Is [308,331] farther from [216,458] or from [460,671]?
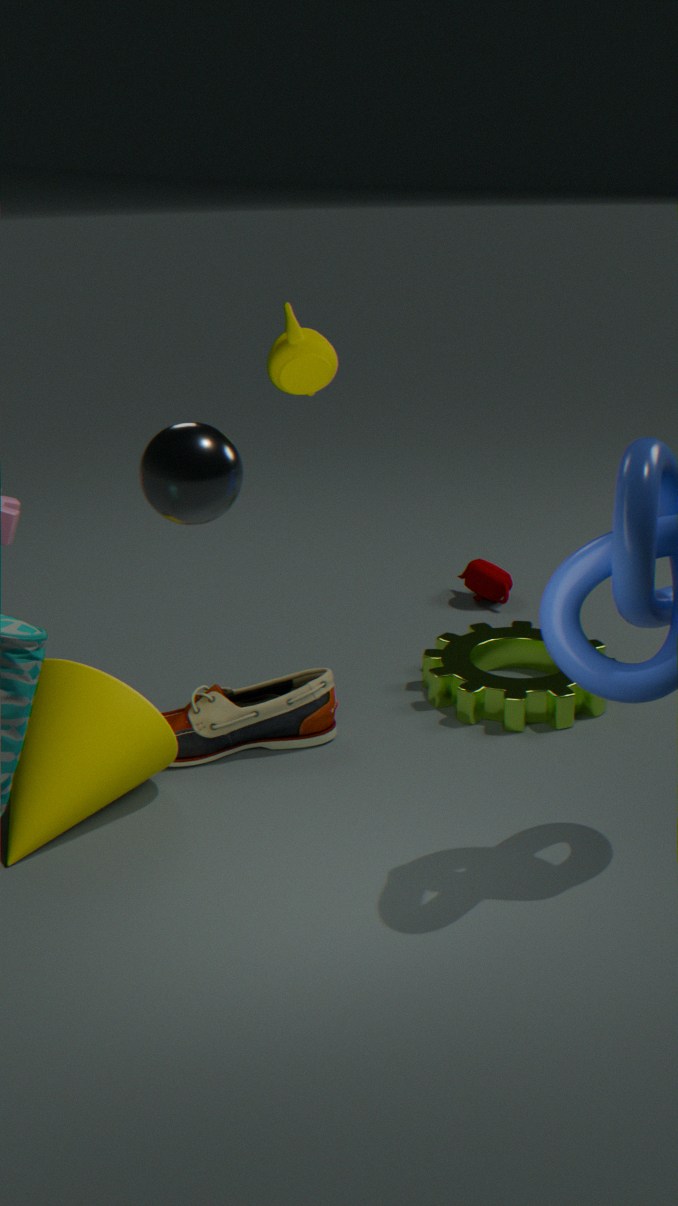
[460,671]
